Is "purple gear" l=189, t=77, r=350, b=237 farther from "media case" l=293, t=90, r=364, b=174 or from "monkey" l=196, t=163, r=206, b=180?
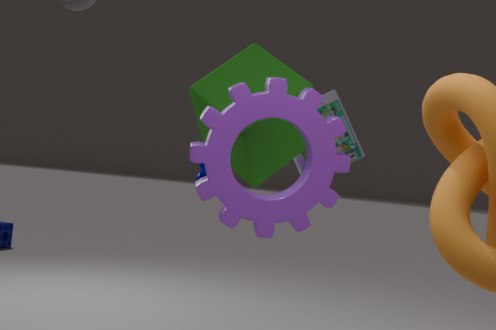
"media case" l=293, t=90, r=364, b=174
